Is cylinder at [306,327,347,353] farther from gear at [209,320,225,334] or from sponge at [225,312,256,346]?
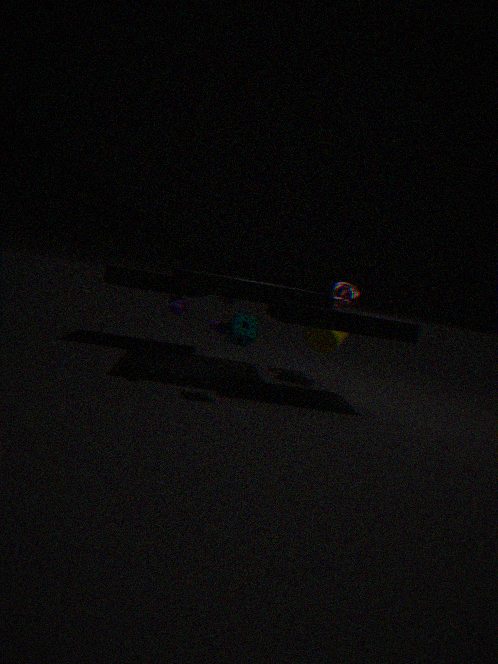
sponge at [225,312,256,346]
